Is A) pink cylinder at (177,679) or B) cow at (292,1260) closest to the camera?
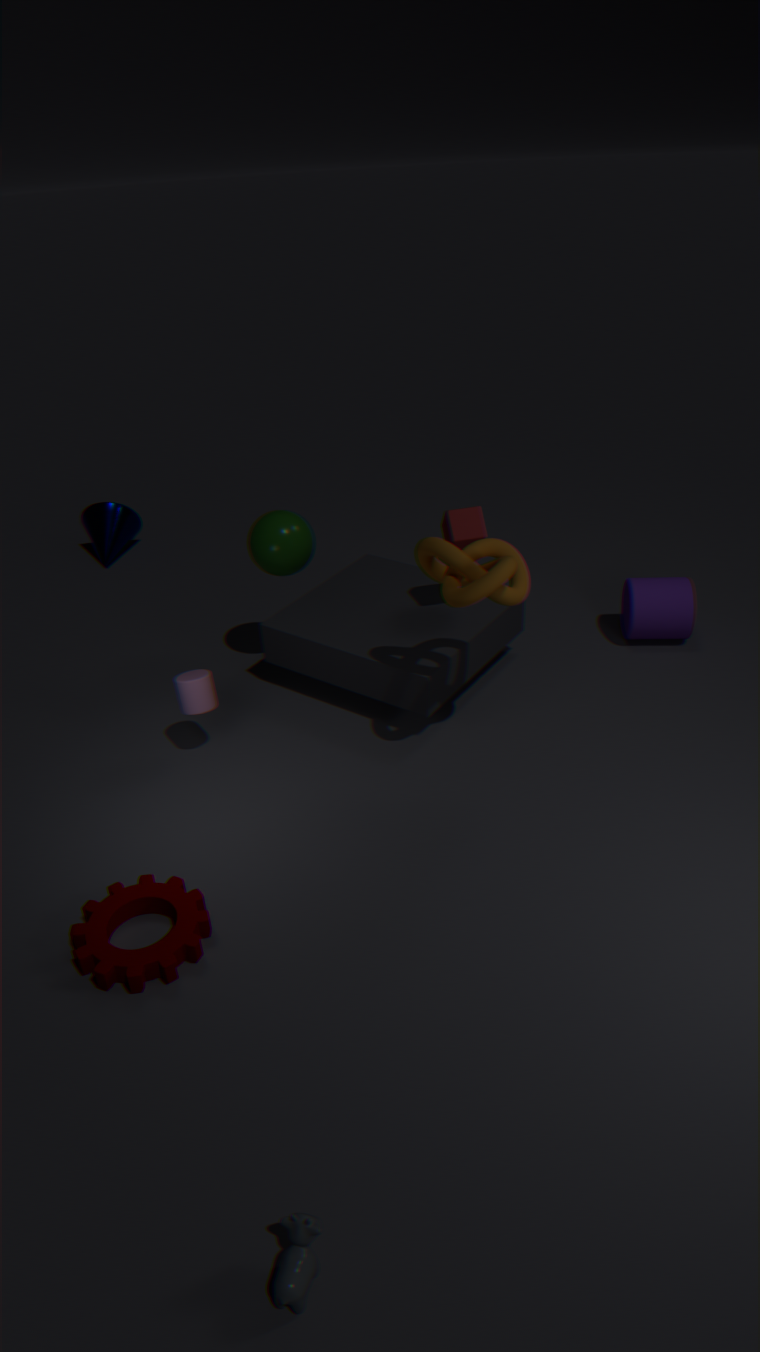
B. cow at (292,1260)
